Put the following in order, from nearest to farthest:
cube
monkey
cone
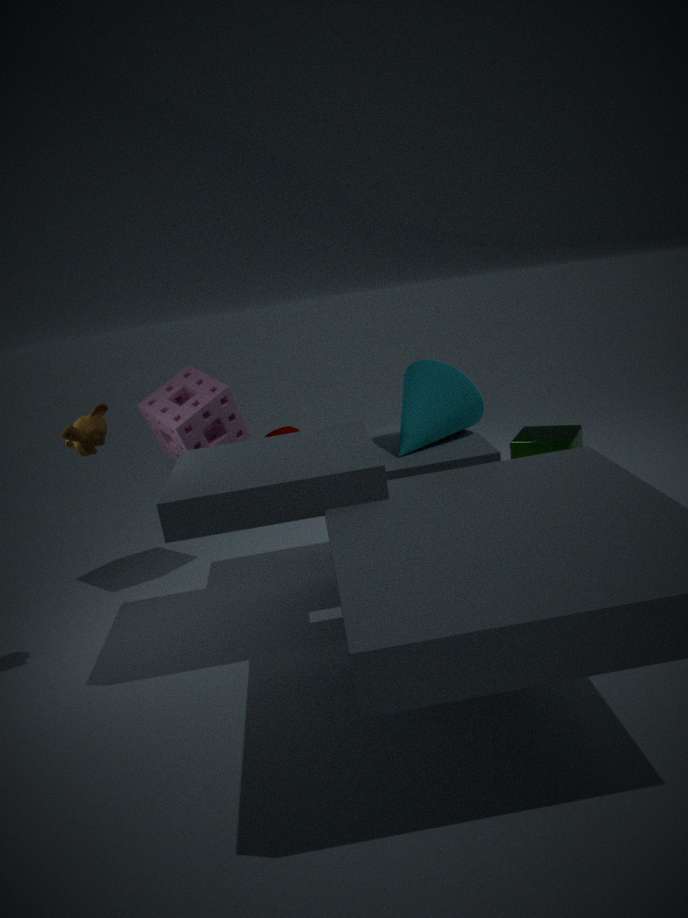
monkey → cone → cube
